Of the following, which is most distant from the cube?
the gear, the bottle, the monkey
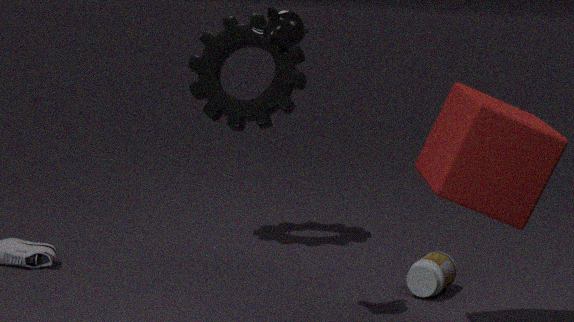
the gear
